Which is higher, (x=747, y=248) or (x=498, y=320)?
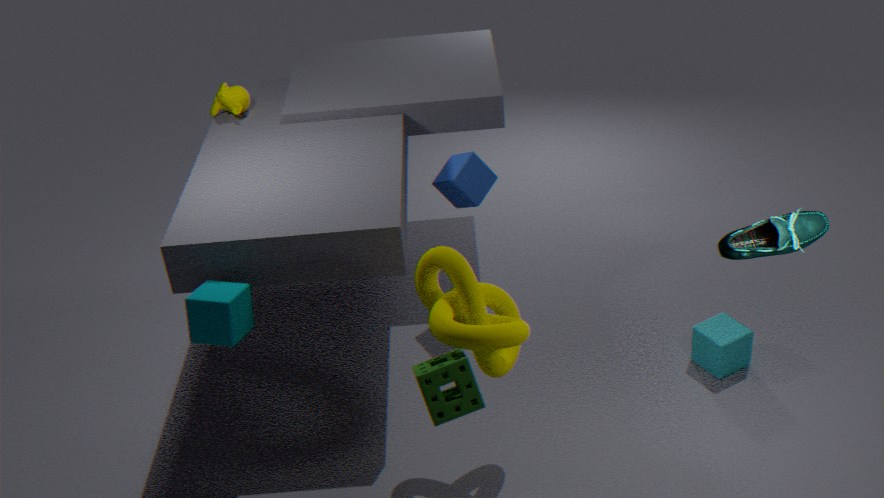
(x=747, y=248)
